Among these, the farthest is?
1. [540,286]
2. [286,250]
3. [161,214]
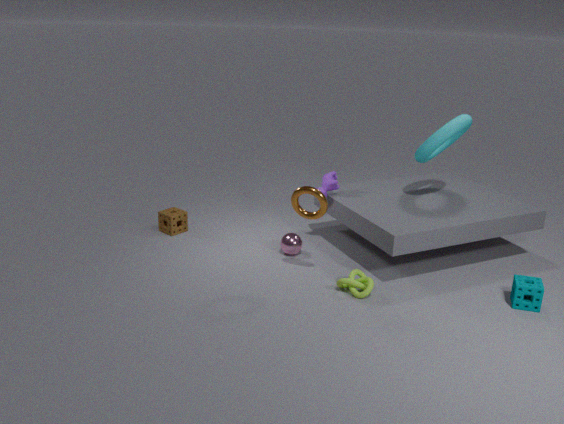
[161,214]
